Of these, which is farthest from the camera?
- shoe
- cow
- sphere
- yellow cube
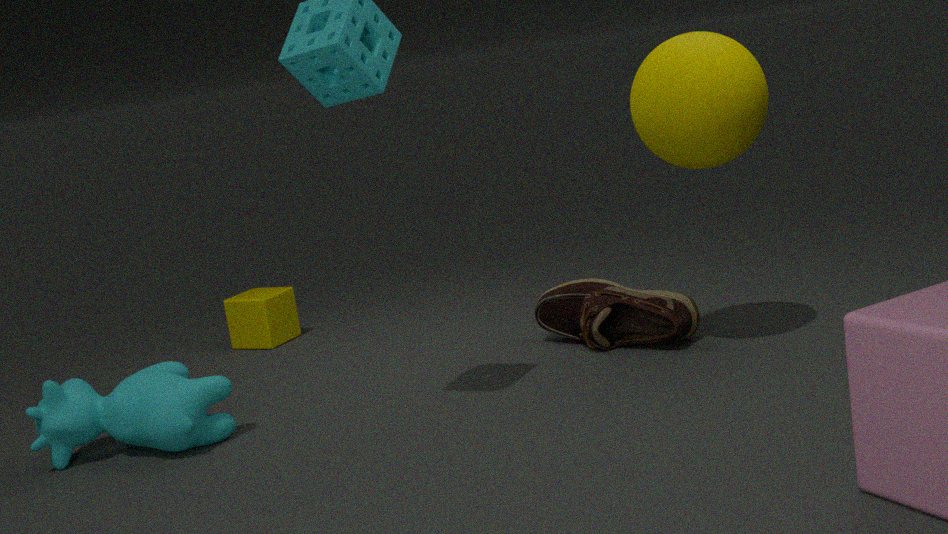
yellow cube
